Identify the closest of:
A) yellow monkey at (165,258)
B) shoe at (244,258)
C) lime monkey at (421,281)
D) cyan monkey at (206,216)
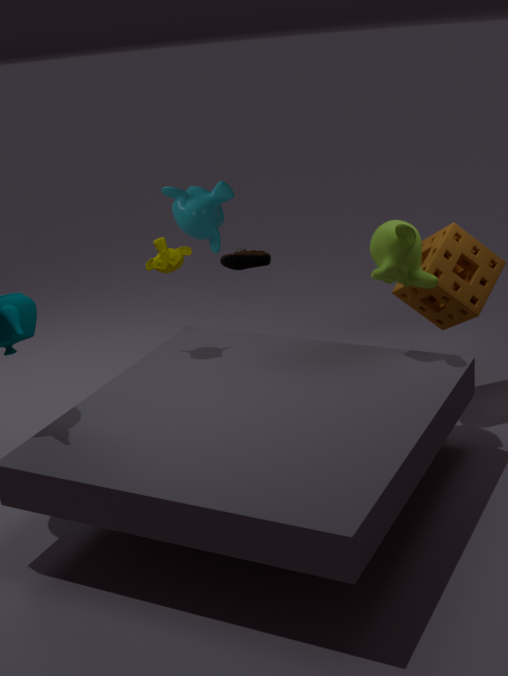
lime monkey at (421,281)
